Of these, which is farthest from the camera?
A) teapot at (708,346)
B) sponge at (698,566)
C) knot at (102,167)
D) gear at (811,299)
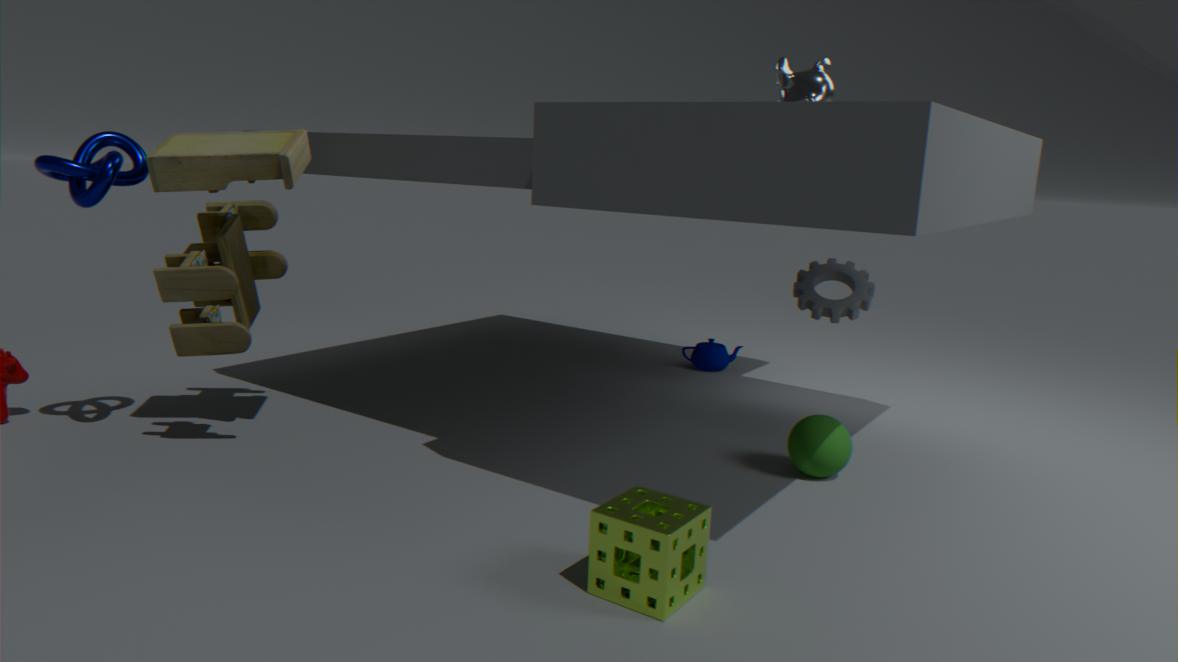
teapot at (708,346)
